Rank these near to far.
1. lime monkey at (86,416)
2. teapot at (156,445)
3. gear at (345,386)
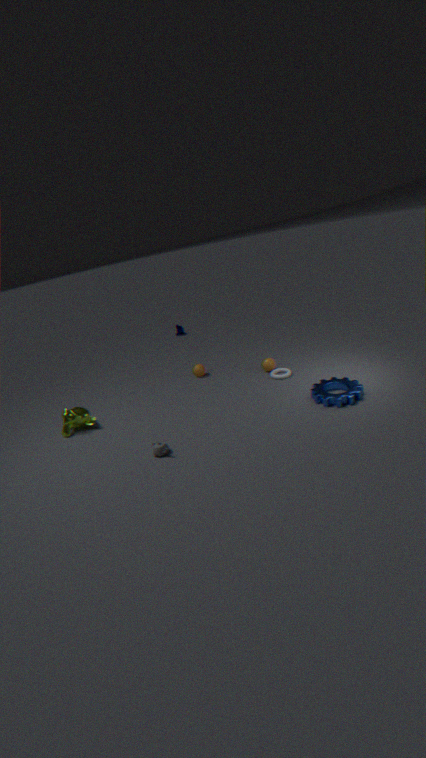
teapot at (156,445) < gear at (345,386) < lime monkey at (86,416)
